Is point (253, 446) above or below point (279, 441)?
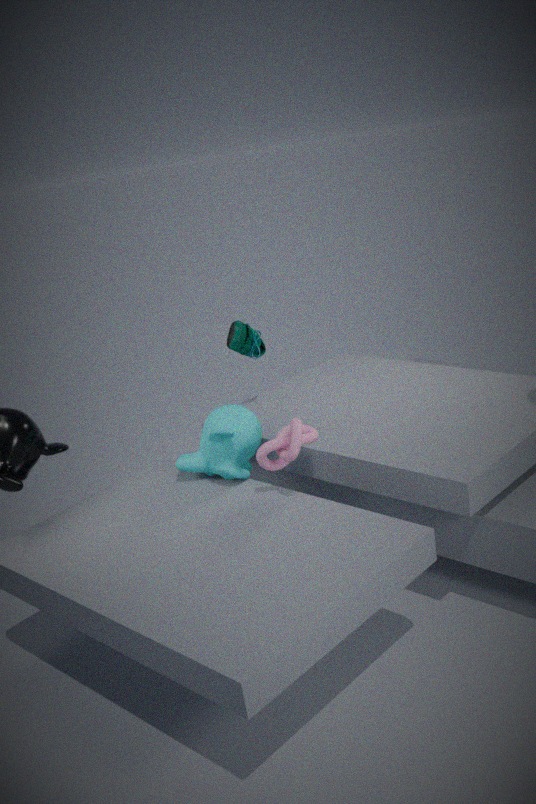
below
